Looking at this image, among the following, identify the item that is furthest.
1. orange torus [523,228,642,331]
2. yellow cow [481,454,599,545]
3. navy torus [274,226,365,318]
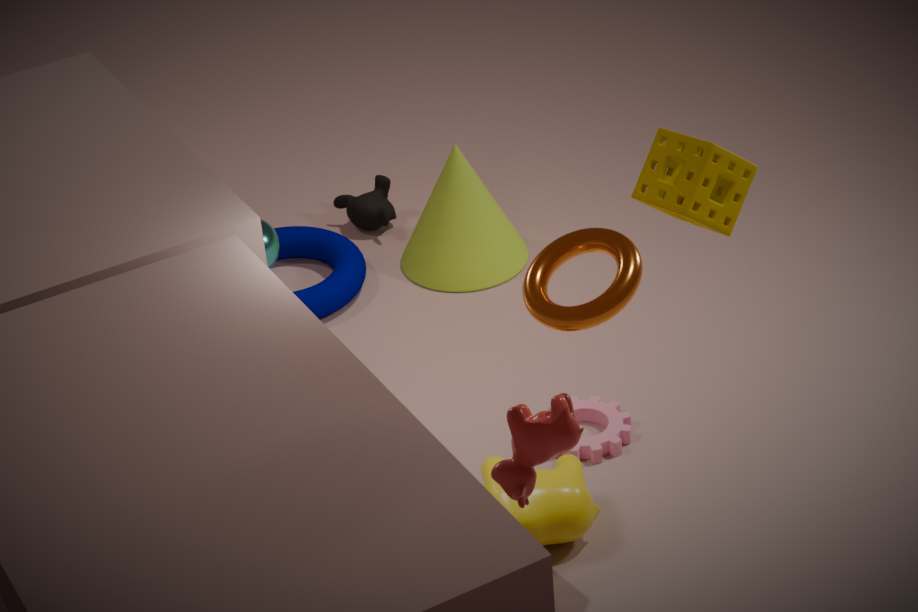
navy torus [274,226,365,318]
